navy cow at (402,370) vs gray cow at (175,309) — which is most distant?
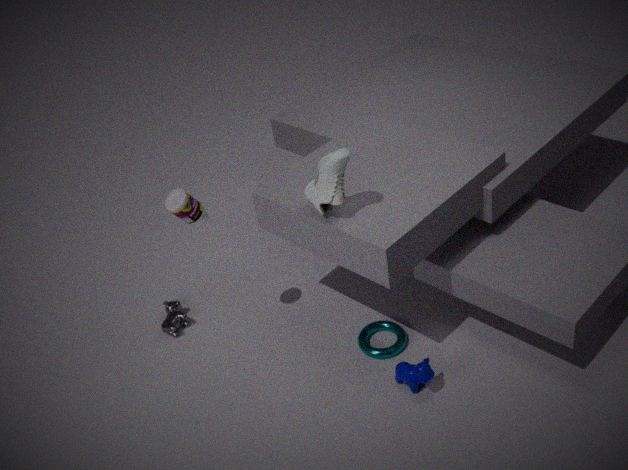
gray cow at (175,309)
